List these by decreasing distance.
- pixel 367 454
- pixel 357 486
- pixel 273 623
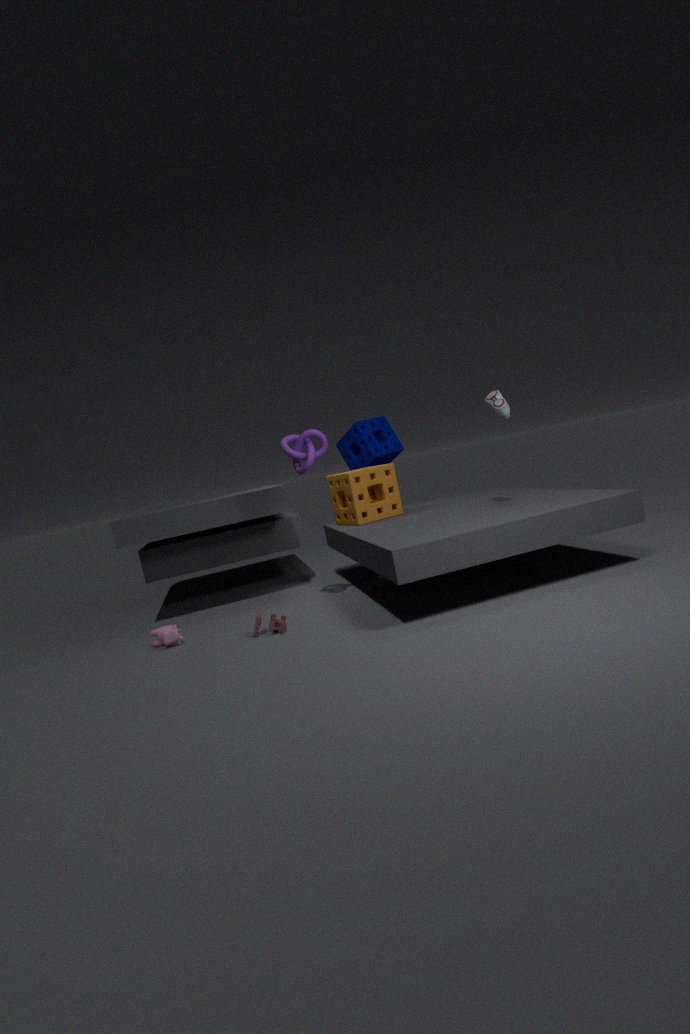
pixel 367 454, pixel 357 486, pixel 273 623
